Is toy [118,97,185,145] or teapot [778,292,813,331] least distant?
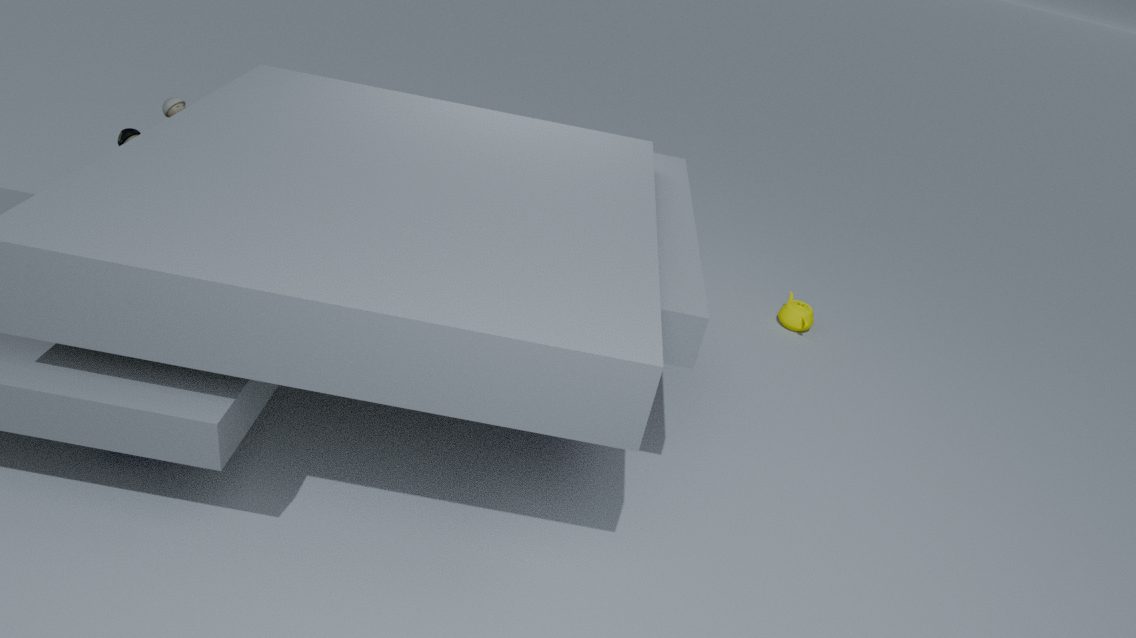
toy [118,97,185,145]
